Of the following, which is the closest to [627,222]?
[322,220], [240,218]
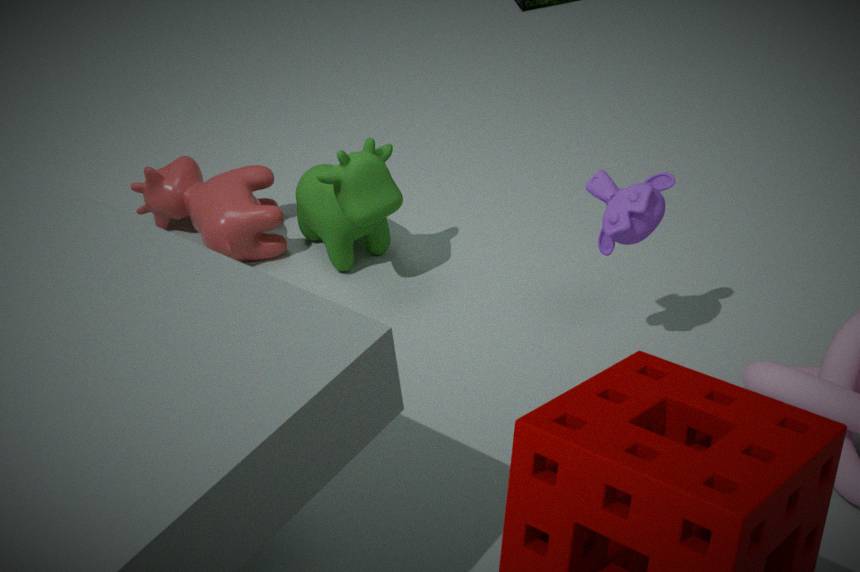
[322,220]
